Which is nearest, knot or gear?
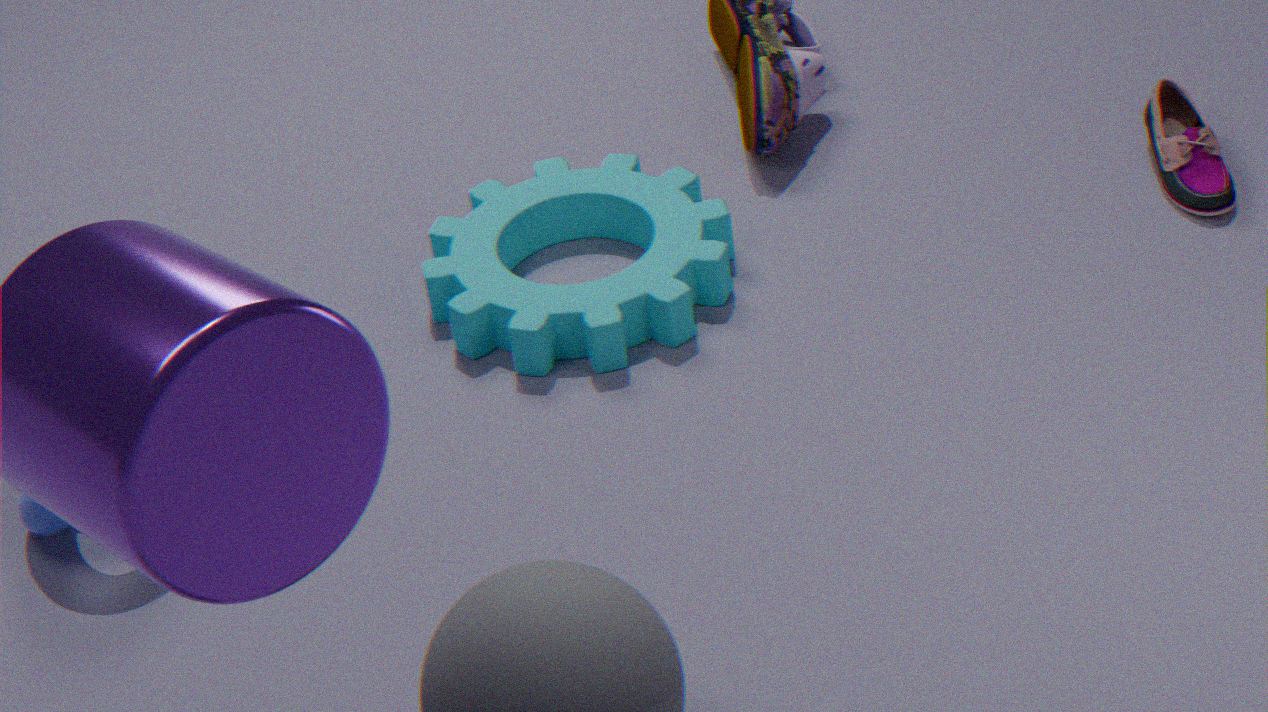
knot
